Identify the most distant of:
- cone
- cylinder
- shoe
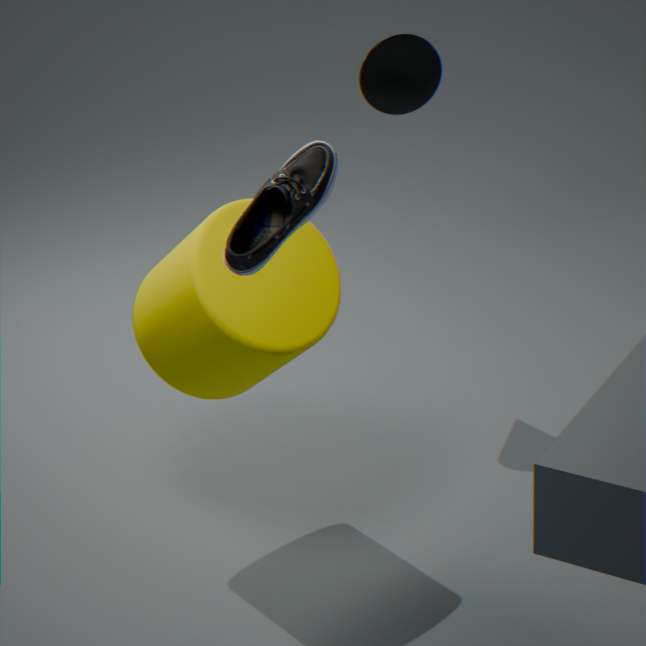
cone
